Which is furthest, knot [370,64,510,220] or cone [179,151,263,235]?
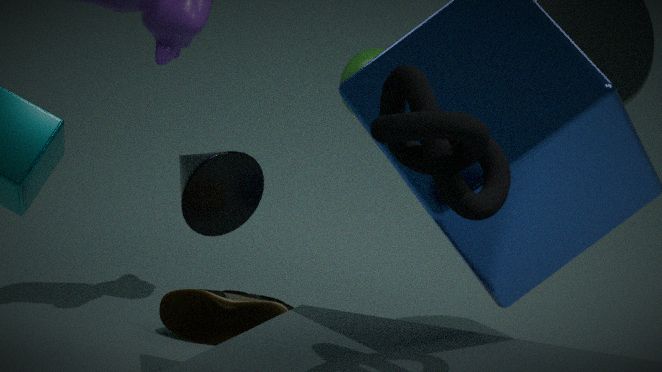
cone [179,151,263,235]
